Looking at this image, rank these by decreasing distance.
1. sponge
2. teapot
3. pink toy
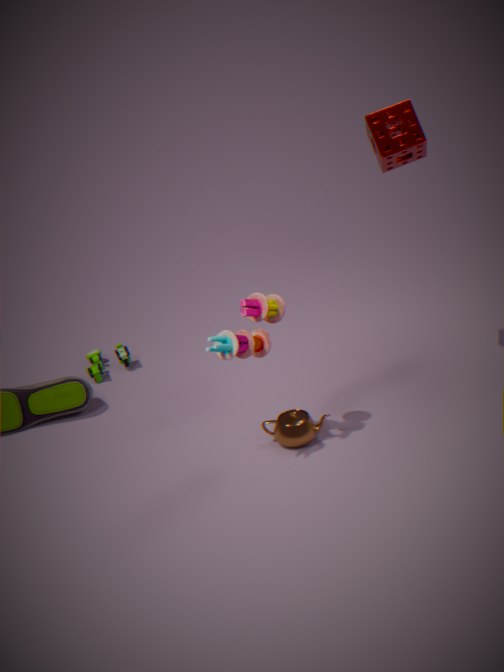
teapot, sponge, pink toy
